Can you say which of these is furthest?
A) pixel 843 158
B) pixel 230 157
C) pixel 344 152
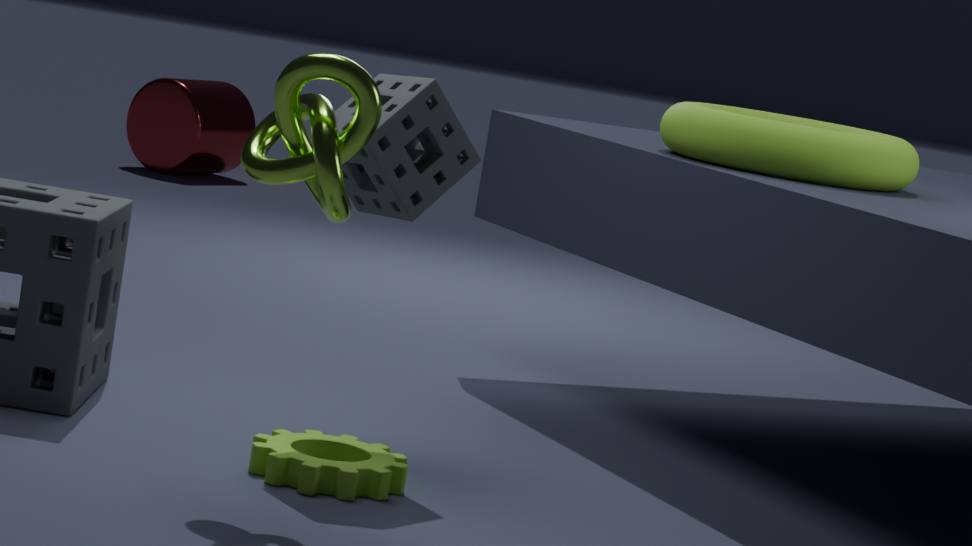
pixel 230 157
